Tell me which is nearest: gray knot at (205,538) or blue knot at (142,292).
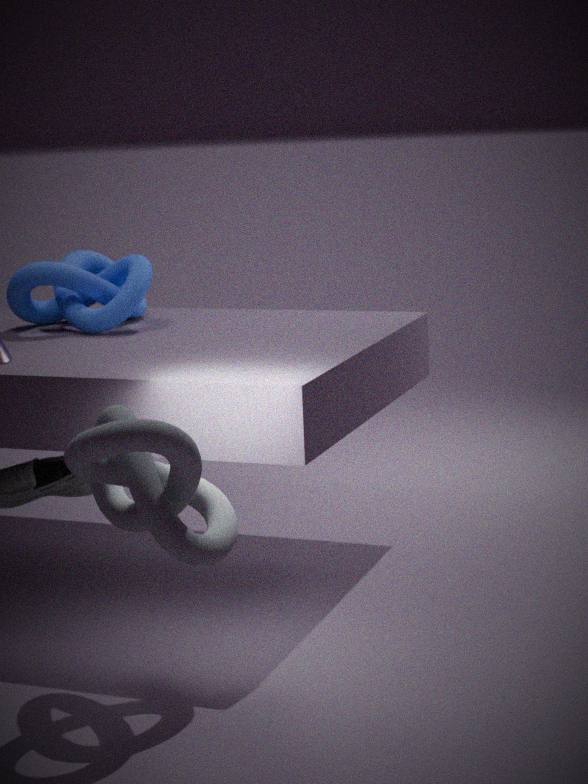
gray knot at (205,538)
